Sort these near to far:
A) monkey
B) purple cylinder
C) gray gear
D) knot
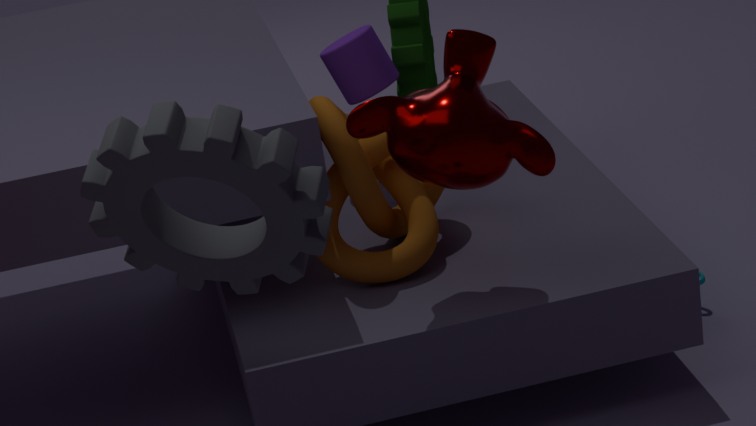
gray gear < monkey < knot < purple cylinder
